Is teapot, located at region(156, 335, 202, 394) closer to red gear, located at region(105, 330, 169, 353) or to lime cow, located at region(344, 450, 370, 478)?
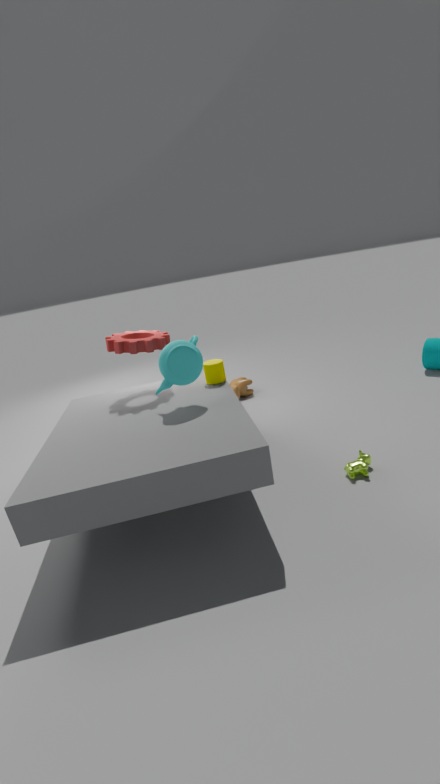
red gear, located at region(105, 330, 169, 353)
